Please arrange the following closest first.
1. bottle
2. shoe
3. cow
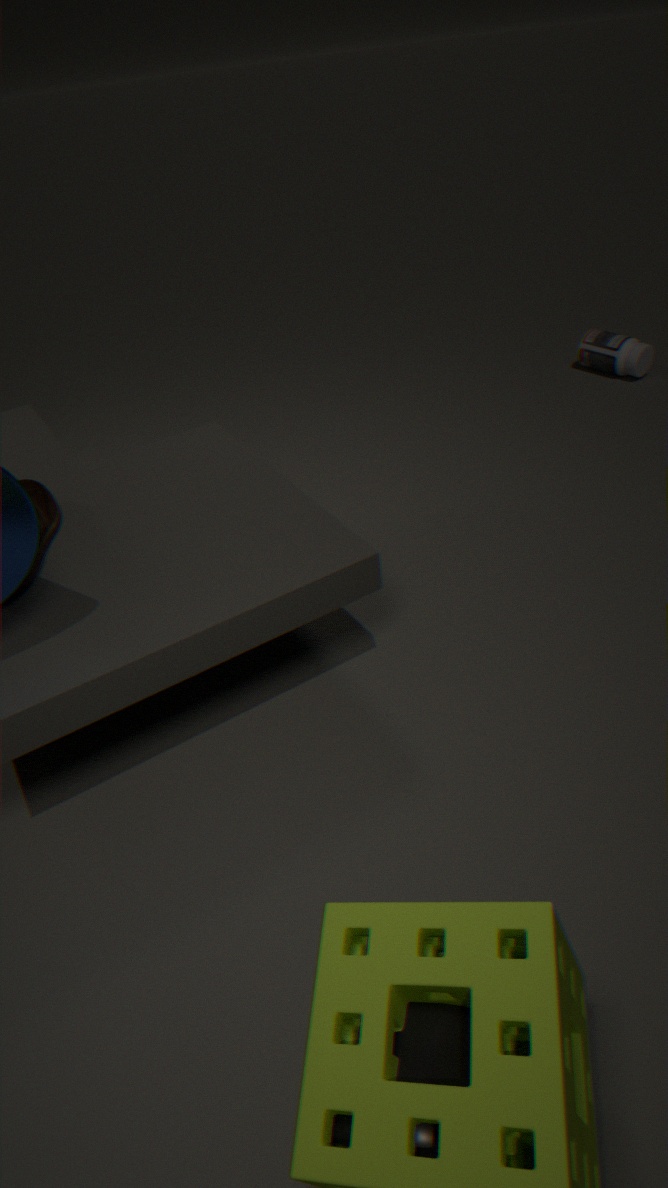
cow → shoe → bottle
